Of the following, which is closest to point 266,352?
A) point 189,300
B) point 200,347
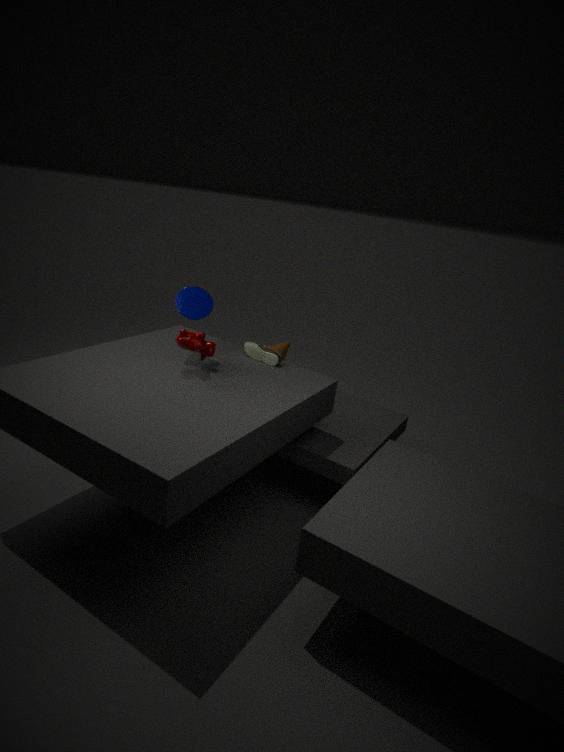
point 200,347
